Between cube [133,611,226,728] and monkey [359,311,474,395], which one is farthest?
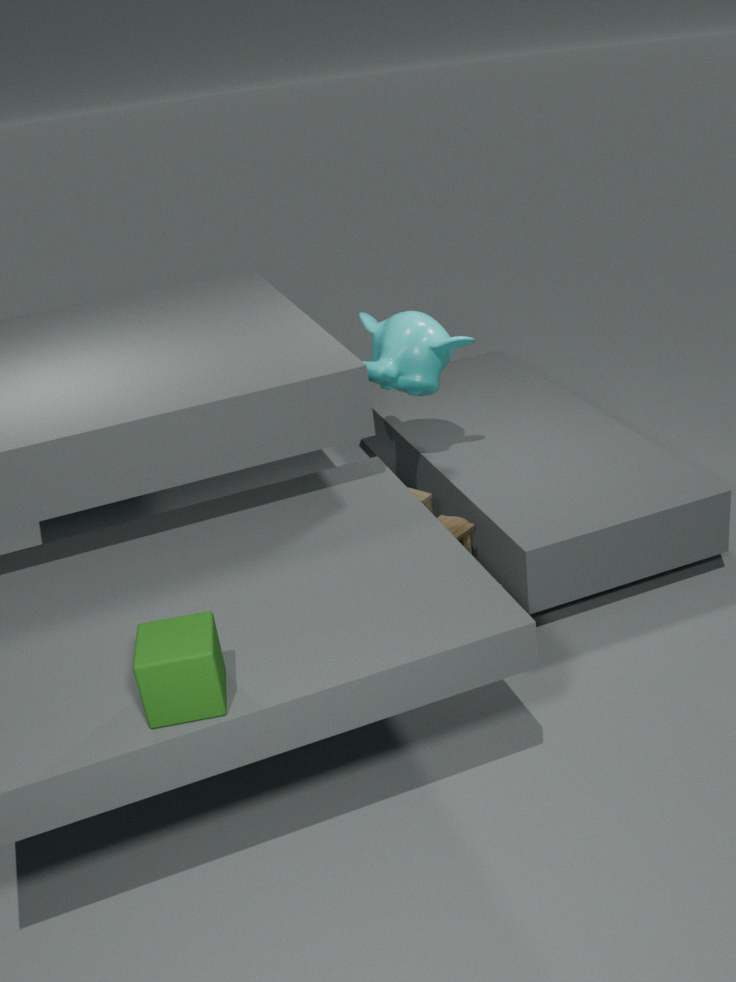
monkey [359,311,474,395]
